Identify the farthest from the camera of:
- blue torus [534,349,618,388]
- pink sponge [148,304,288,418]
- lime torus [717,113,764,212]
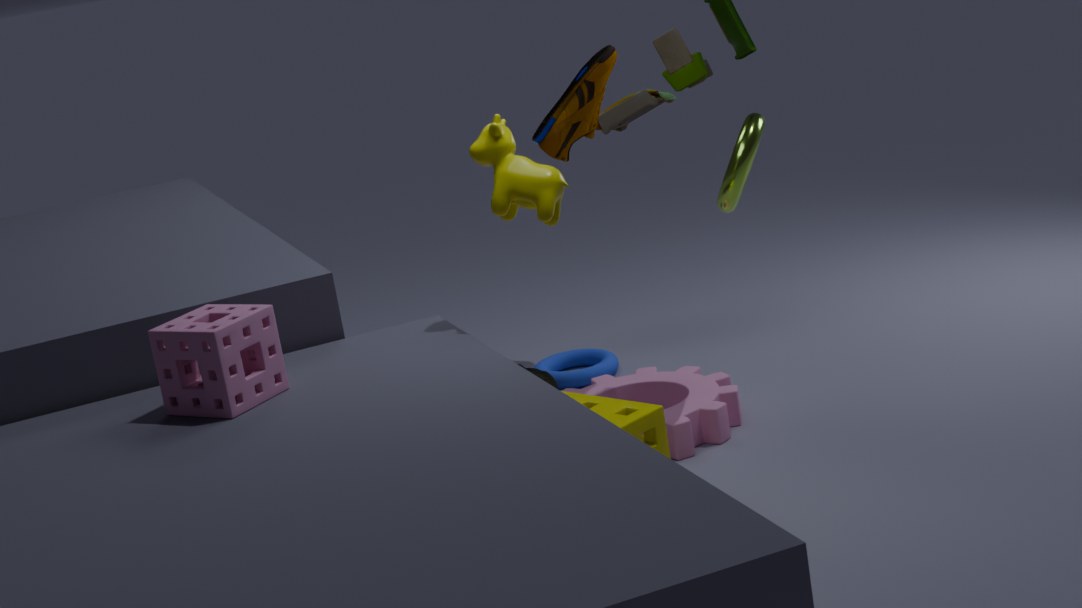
blue torus [534,349,618,388]
